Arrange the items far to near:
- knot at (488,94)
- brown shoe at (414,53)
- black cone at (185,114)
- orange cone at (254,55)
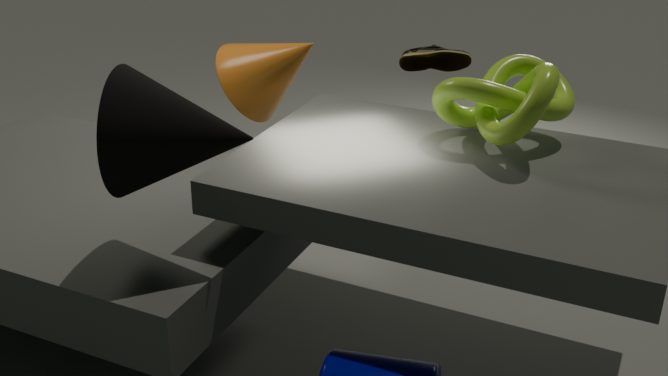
orange cone at (254,55) < brown shoe at (414,53) < knot at (488,94) < black cone at (185,114)
